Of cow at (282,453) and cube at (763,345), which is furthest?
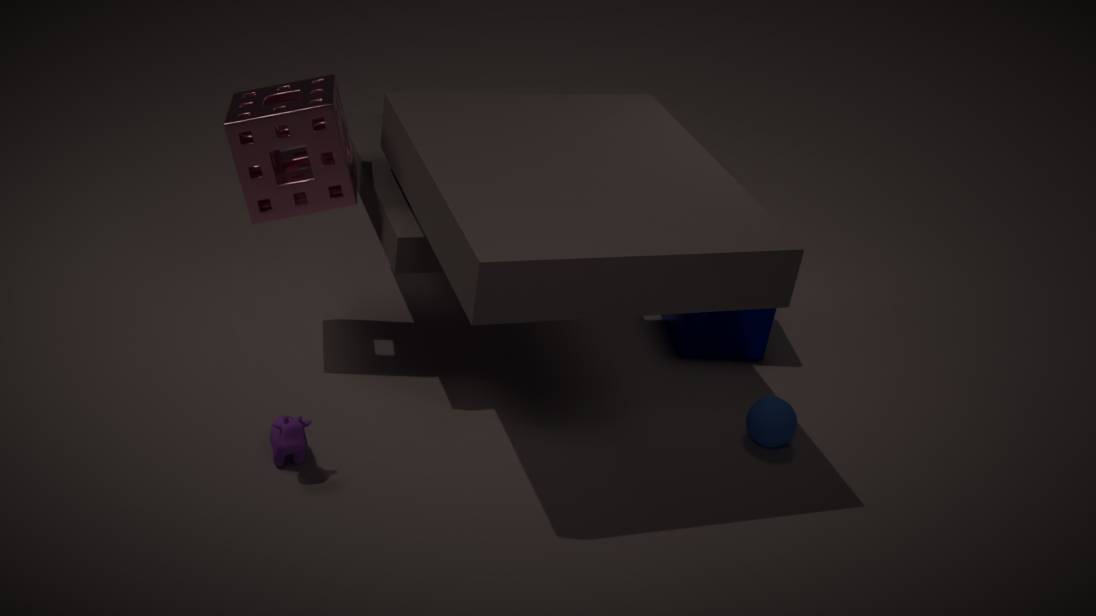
cube at (763,345)
